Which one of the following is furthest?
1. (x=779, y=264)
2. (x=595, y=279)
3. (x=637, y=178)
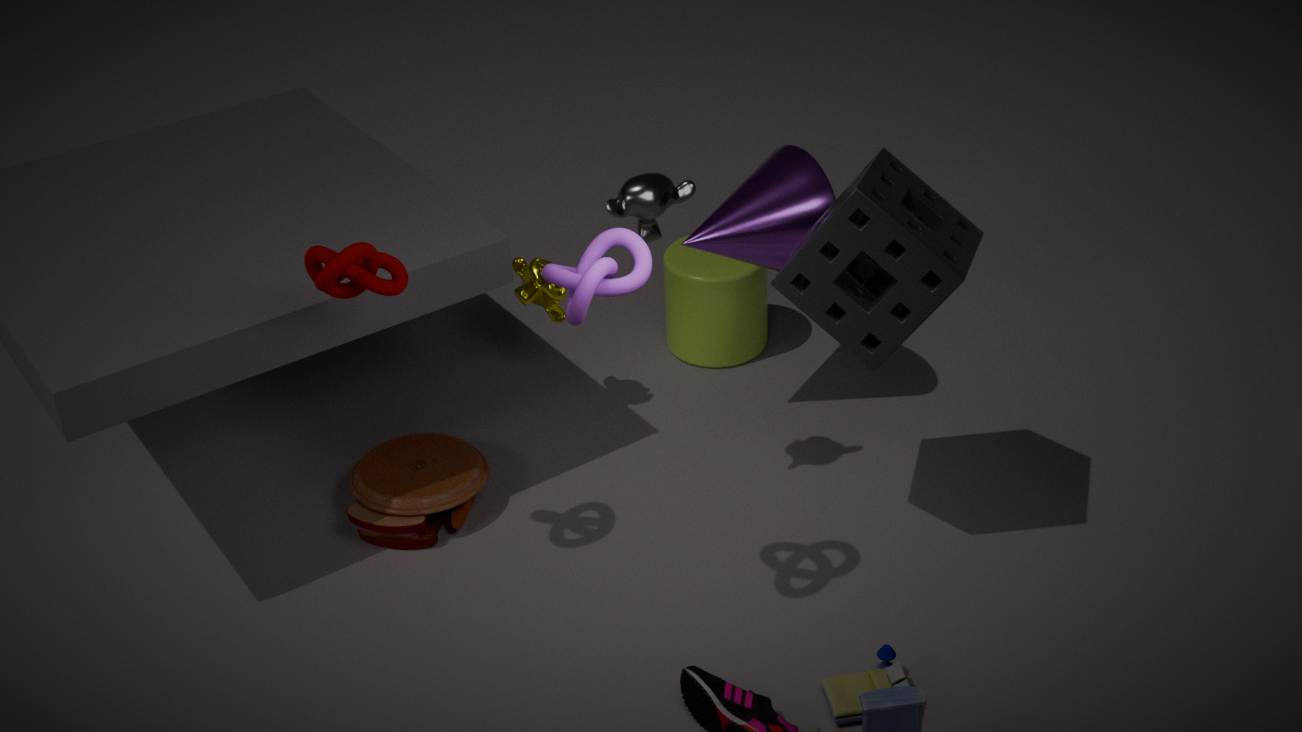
(x=779, y=264)
